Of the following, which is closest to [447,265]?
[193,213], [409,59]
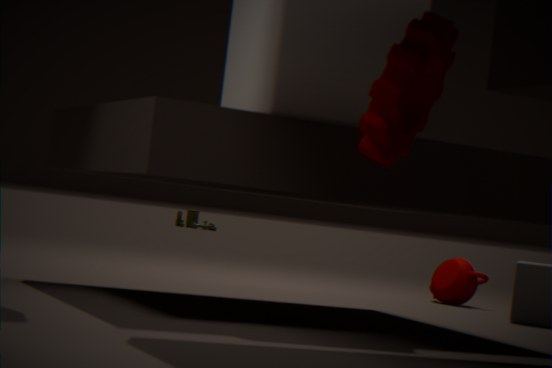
[409,59]
